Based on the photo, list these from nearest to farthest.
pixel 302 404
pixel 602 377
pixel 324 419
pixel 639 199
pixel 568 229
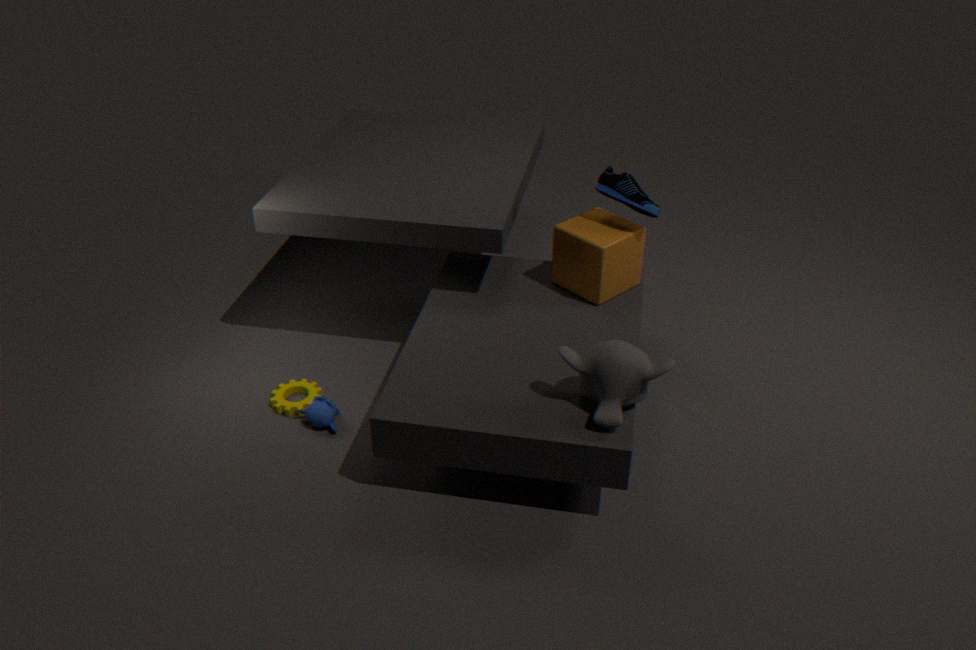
1. pixel 602 377
2. pixel 324 419
3. pixel 639 199
4. pixel 302 404
5. pixel 568 229
